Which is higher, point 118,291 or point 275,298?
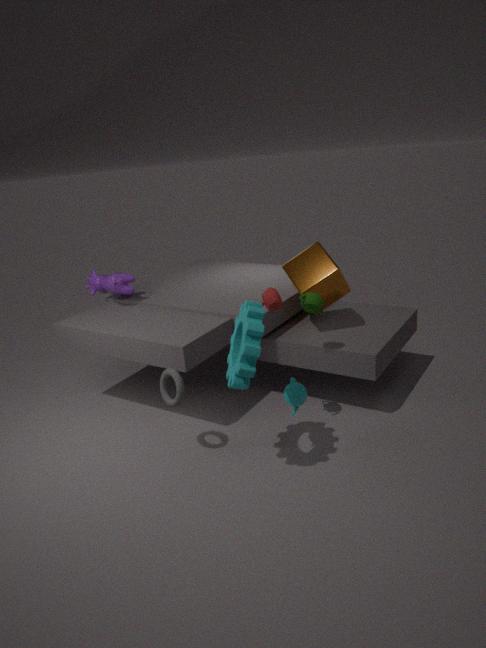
point 275,298
